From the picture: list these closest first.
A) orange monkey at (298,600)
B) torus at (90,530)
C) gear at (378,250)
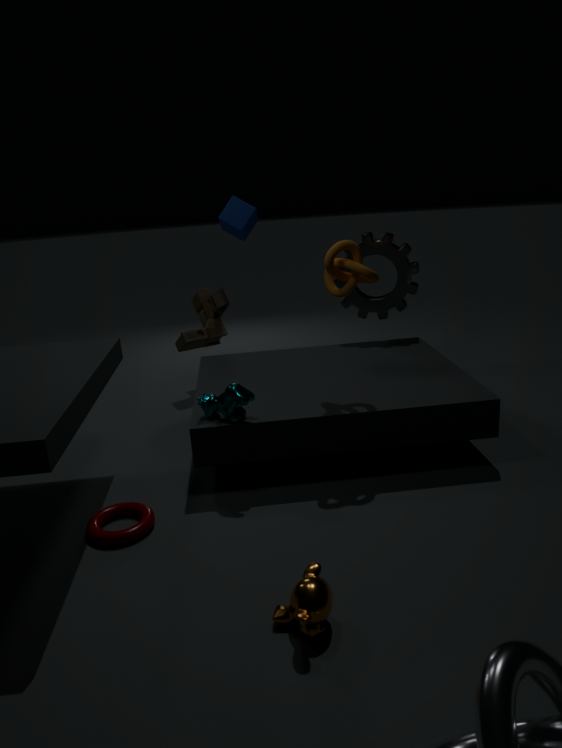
orange monkey at (298,600) → torus at (90,530) → gear at (378,250)
